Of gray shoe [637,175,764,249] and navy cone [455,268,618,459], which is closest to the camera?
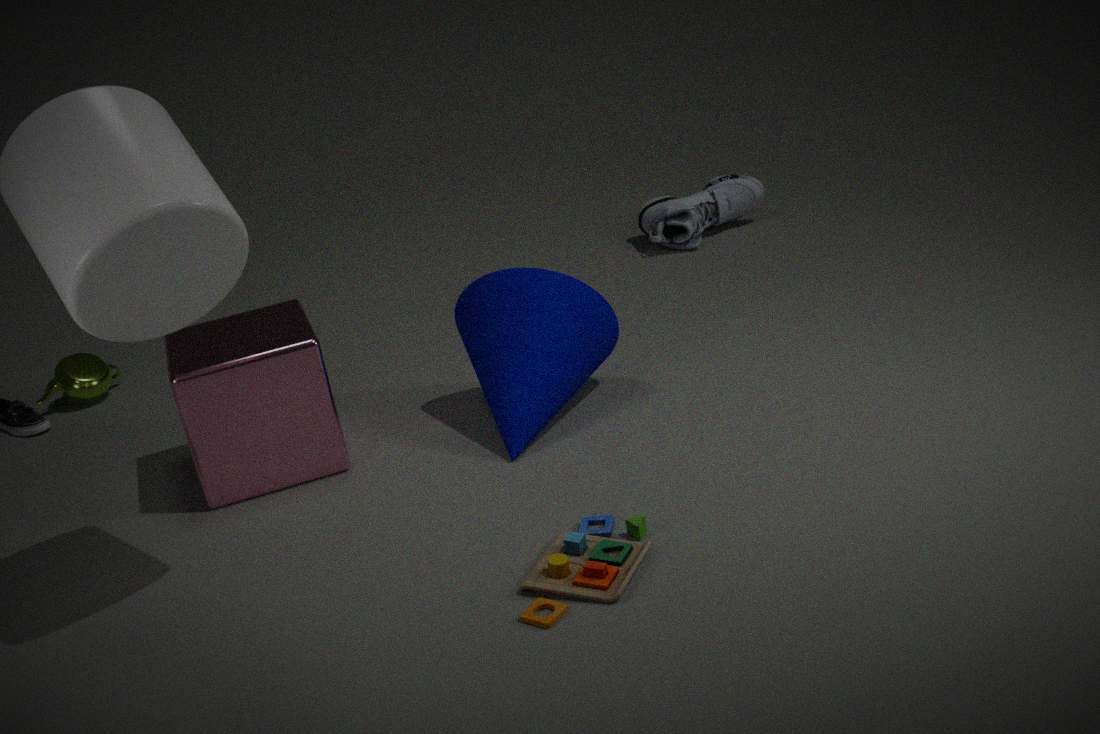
navy cone [455,268,618,459]
